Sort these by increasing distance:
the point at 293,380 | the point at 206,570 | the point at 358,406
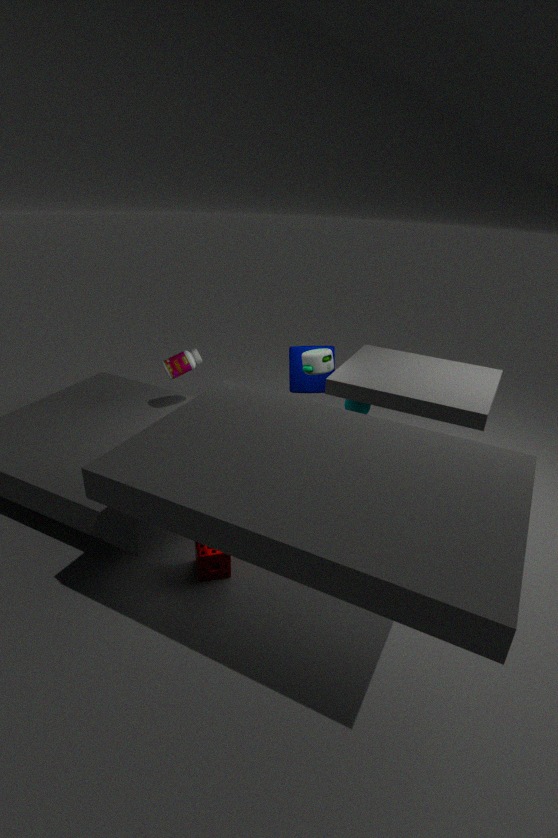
the point at 206,570, the point at 358,406, the point at 293,380
